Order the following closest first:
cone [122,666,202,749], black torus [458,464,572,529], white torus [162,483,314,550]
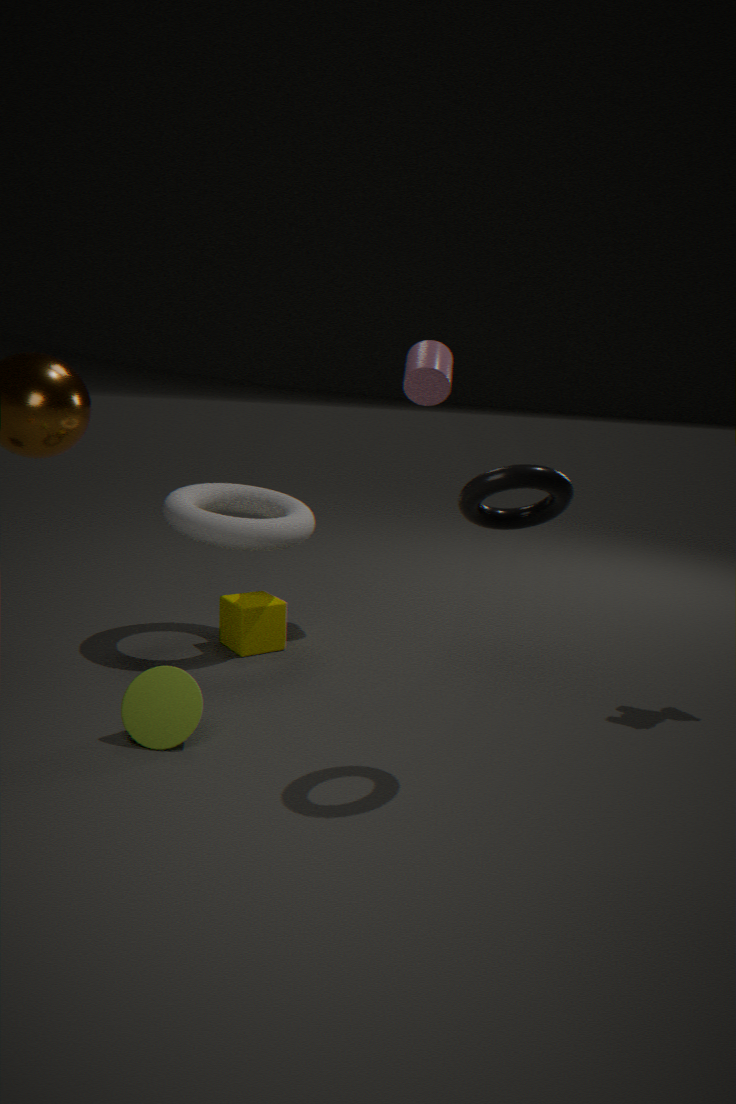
black torus [458,464,572,529] < cone [122,666,202,749] < white torus [162,483,314,550]
